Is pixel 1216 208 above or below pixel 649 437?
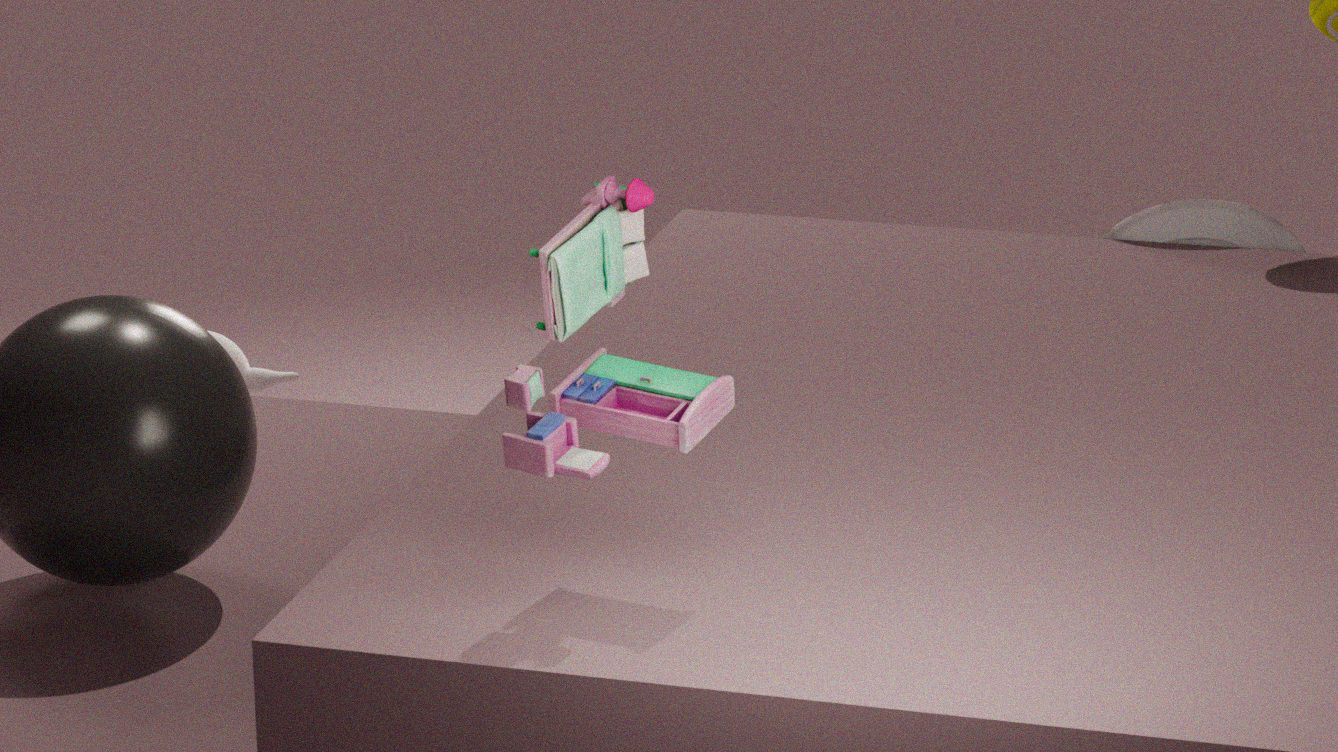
below
